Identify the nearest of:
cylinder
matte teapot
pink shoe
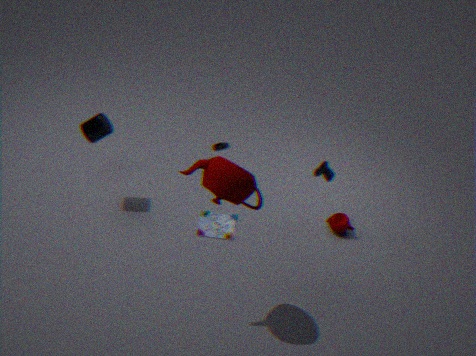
matte teapot
